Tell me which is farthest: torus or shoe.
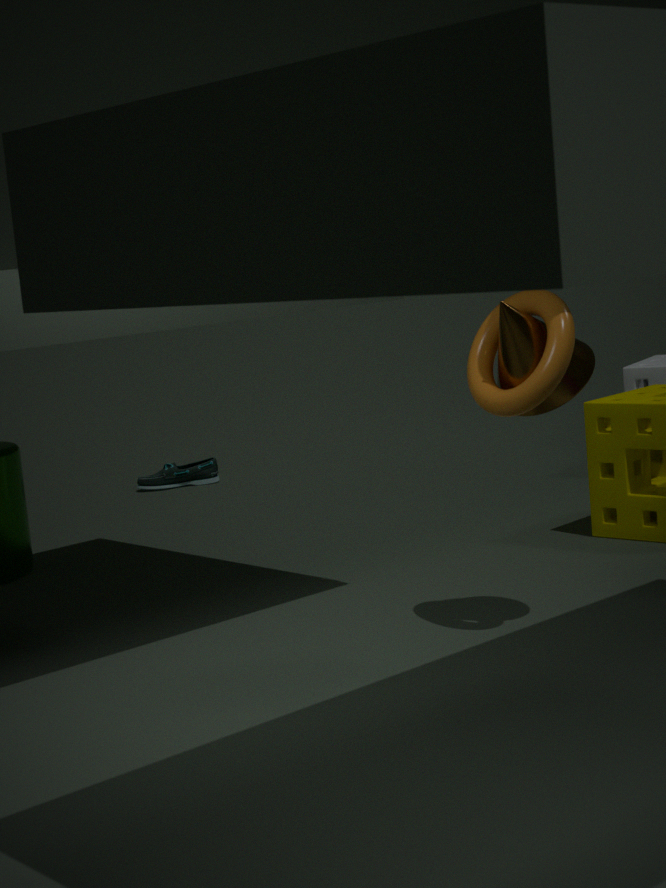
shoe
